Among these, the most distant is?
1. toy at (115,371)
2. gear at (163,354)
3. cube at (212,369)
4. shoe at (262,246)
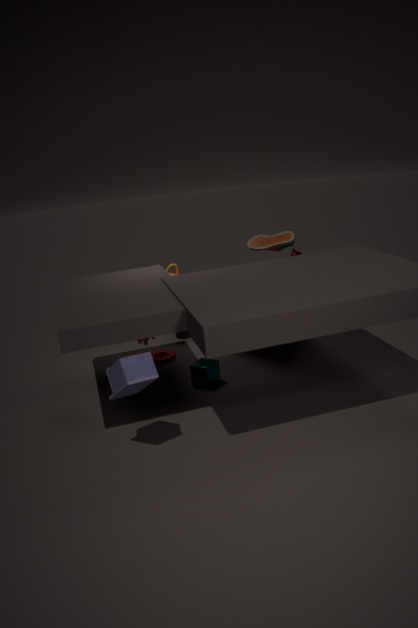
gear at (163,354)
